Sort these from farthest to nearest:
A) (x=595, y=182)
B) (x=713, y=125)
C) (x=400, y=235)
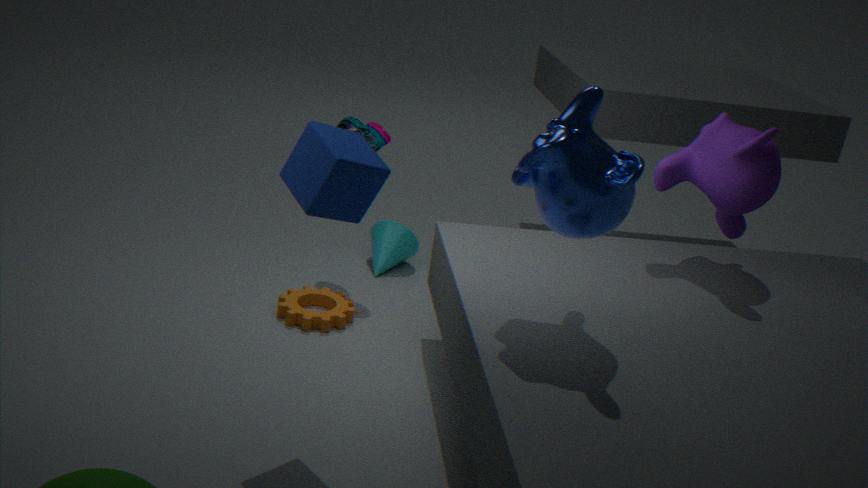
(x=400, y=235) < (x=713, y=125) < (x=595, y=182)
